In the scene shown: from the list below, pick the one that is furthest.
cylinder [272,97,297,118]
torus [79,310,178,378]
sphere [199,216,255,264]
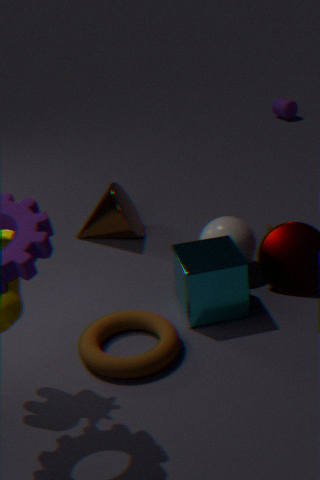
cylinder [272,97,297,118]
